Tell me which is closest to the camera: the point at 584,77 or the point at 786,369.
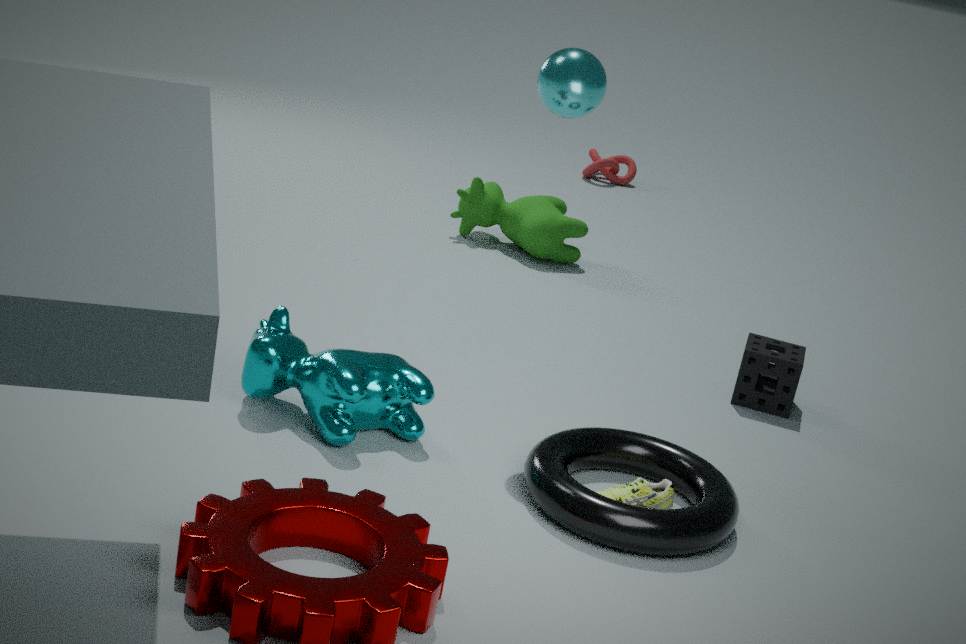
the point at 584,77
